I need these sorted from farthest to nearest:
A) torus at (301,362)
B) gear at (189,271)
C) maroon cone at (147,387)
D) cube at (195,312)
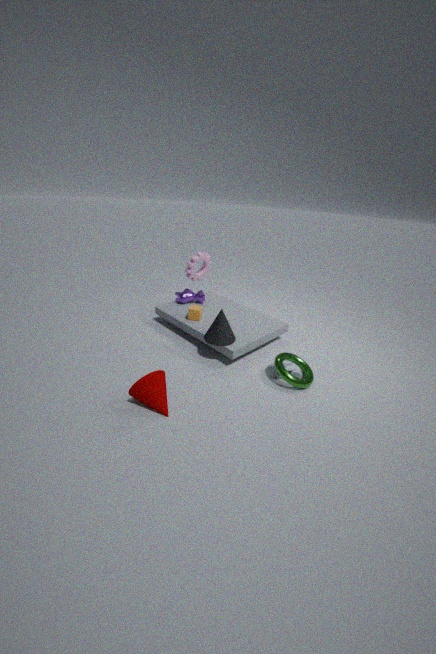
gear at (189,271) → cube at (195,312) → torus at (301,362) → maroon cone at (147,387)
